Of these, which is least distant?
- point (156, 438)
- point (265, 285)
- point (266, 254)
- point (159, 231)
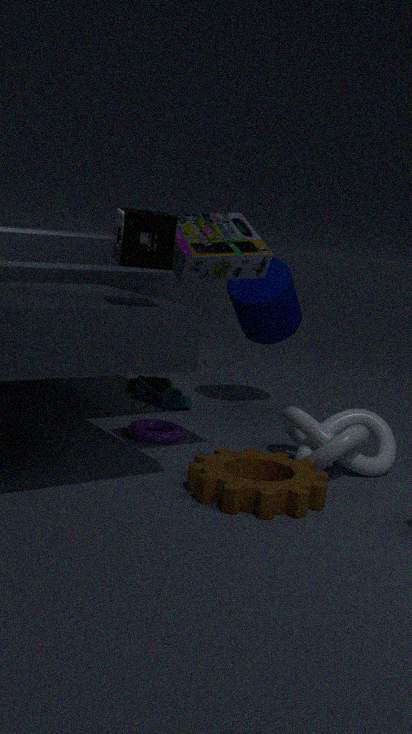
point (159, 231)
